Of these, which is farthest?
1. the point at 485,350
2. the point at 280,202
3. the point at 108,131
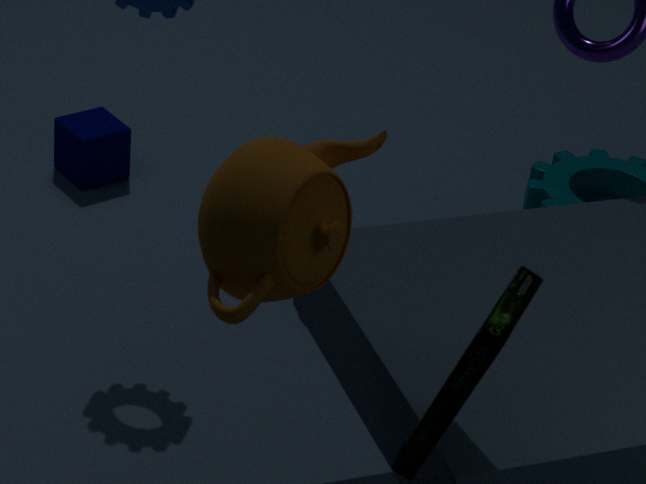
the point at 108,131
